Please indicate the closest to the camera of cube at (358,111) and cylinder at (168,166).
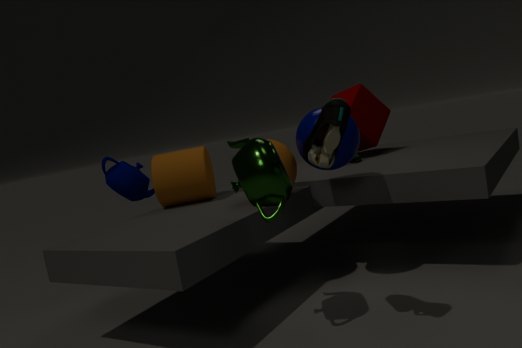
cylinder at (168,166)
